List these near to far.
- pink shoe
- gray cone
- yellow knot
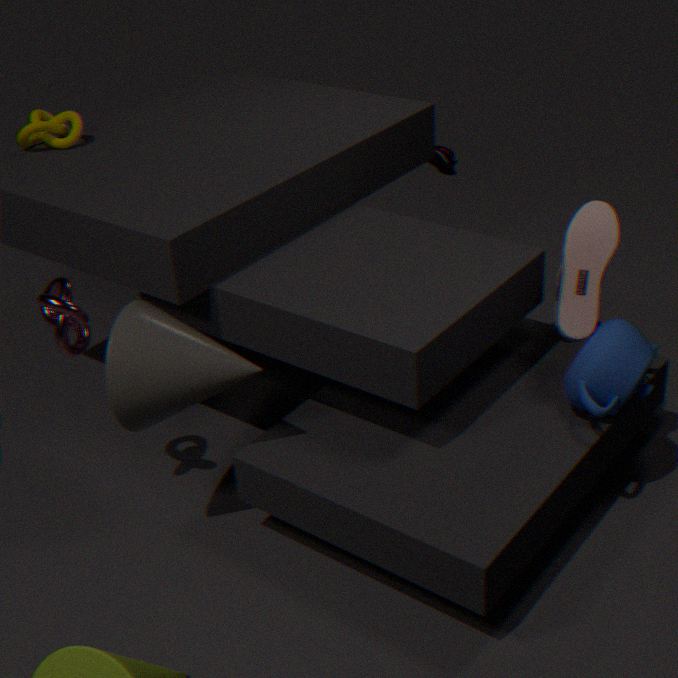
gray cone
yellow knot
pink shoe
